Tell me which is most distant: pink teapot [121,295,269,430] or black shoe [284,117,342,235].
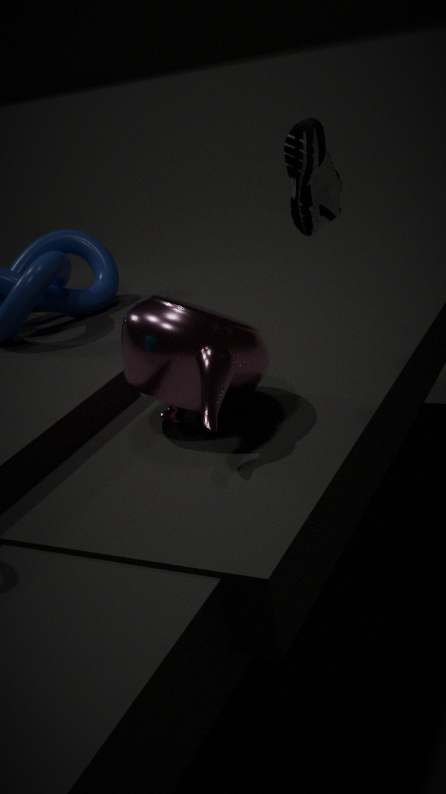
pink teapot [121,295,269,430]
